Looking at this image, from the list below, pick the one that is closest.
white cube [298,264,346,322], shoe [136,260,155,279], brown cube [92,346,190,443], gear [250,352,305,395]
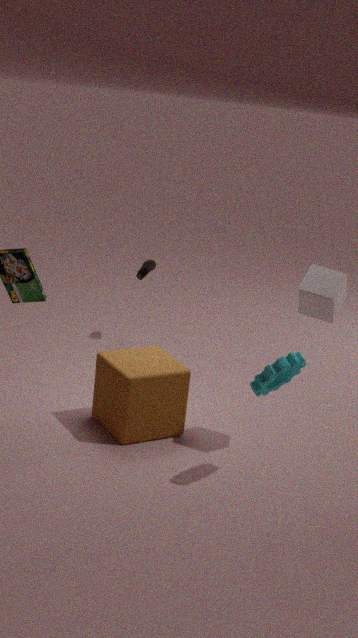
gear [250,352,305,395]
